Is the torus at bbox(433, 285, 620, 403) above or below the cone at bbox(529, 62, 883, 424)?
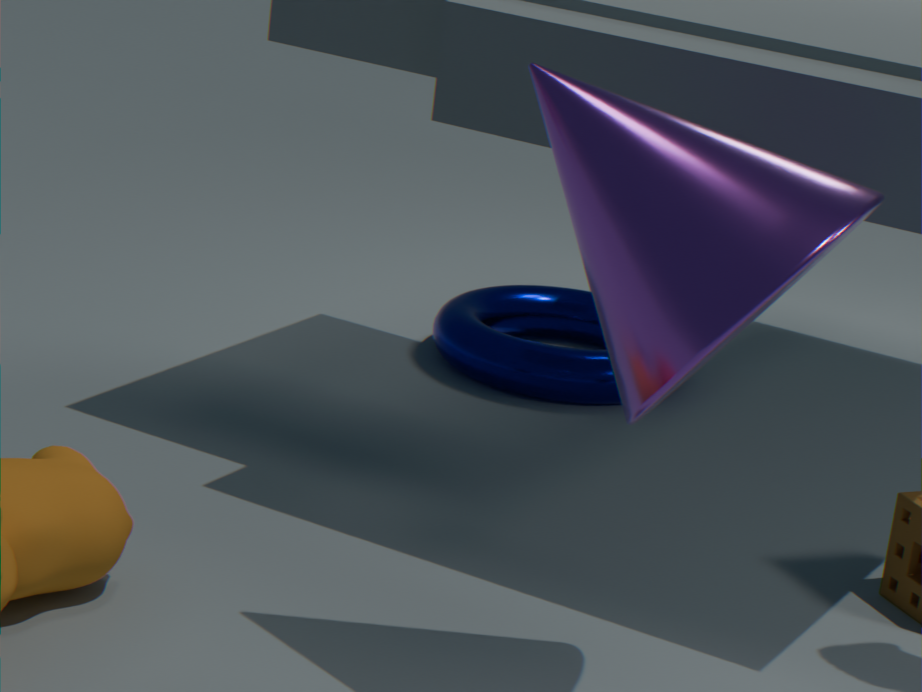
below
